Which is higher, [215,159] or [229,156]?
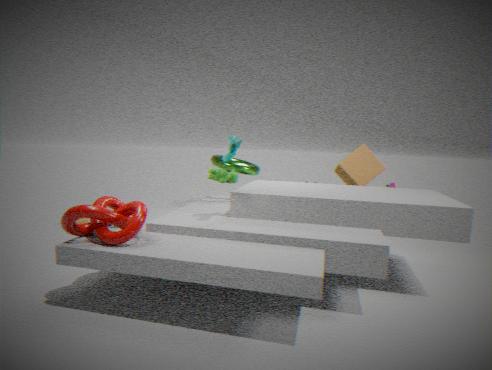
[229,156]
